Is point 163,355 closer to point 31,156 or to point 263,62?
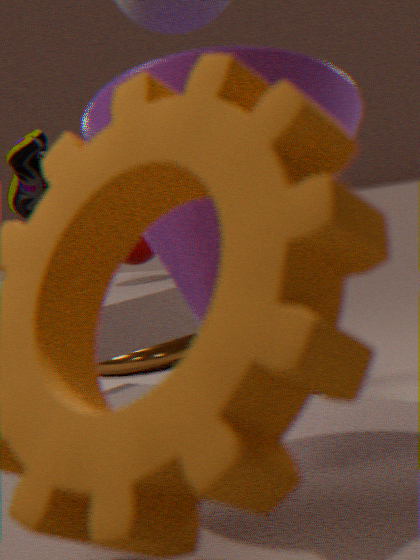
point 31,156
